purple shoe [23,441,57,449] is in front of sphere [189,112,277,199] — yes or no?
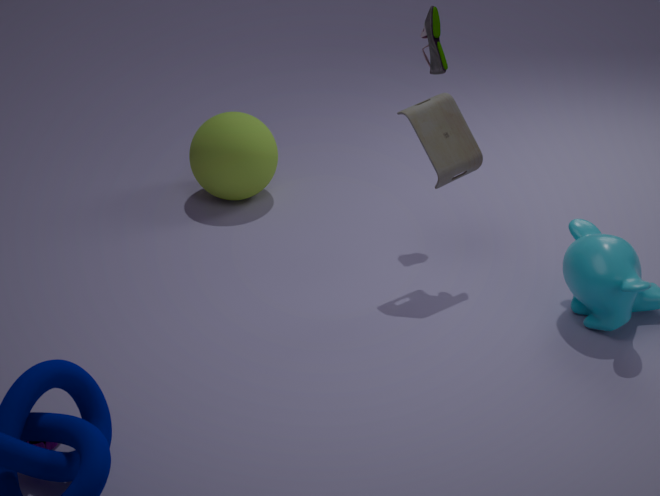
Yes
